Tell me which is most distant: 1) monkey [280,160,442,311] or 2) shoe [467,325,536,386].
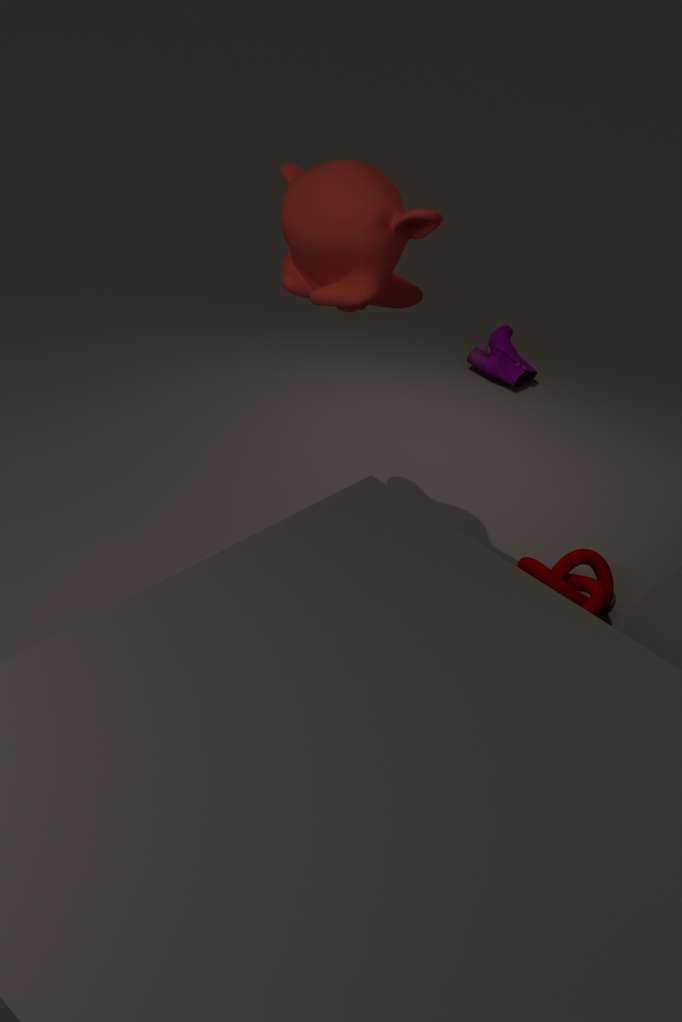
2. shoe [467,325,536,386]
